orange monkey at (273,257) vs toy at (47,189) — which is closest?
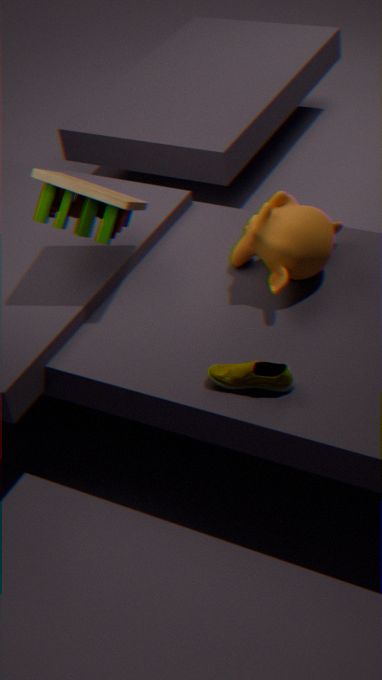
toy at (47,189)
